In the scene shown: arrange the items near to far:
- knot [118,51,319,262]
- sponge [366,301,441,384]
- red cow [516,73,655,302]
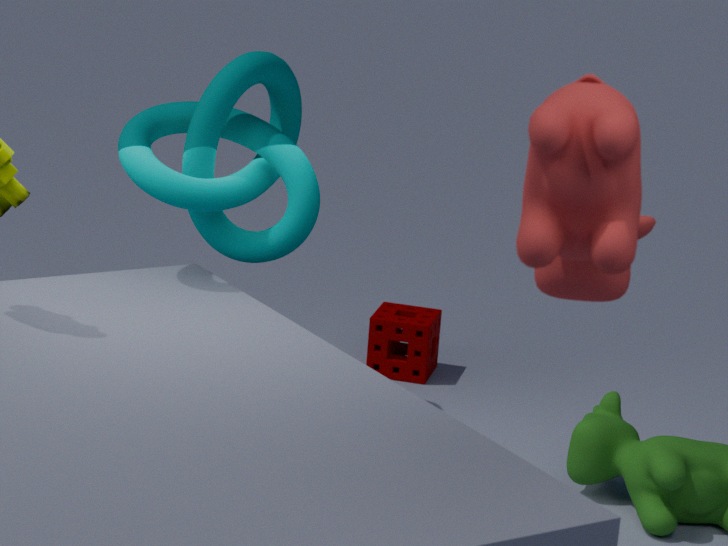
red cow [516,73,655,302], knot [118,51,319,262], sponge [366,301,441,384]
